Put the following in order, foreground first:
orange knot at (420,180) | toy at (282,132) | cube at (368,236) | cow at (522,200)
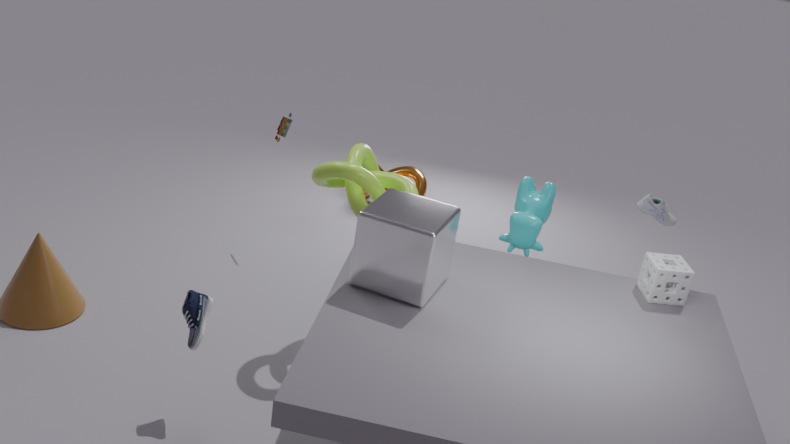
cube at (368,236) → cow at (522,200) → toy at (282,132) → orange knot at (420,180)
